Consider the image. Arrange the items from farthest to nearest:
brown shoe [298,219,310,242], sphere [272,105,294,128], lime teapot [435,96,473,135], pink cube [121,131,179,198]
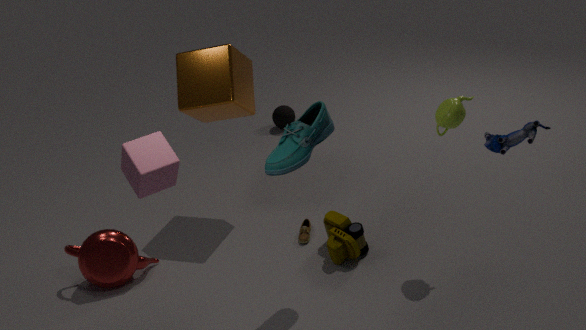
sphere [272,105,294,128]
brown shoe [298,219,310,242]
lime teapot [435,96,473,135]
pink cube [121,131,179,198]
